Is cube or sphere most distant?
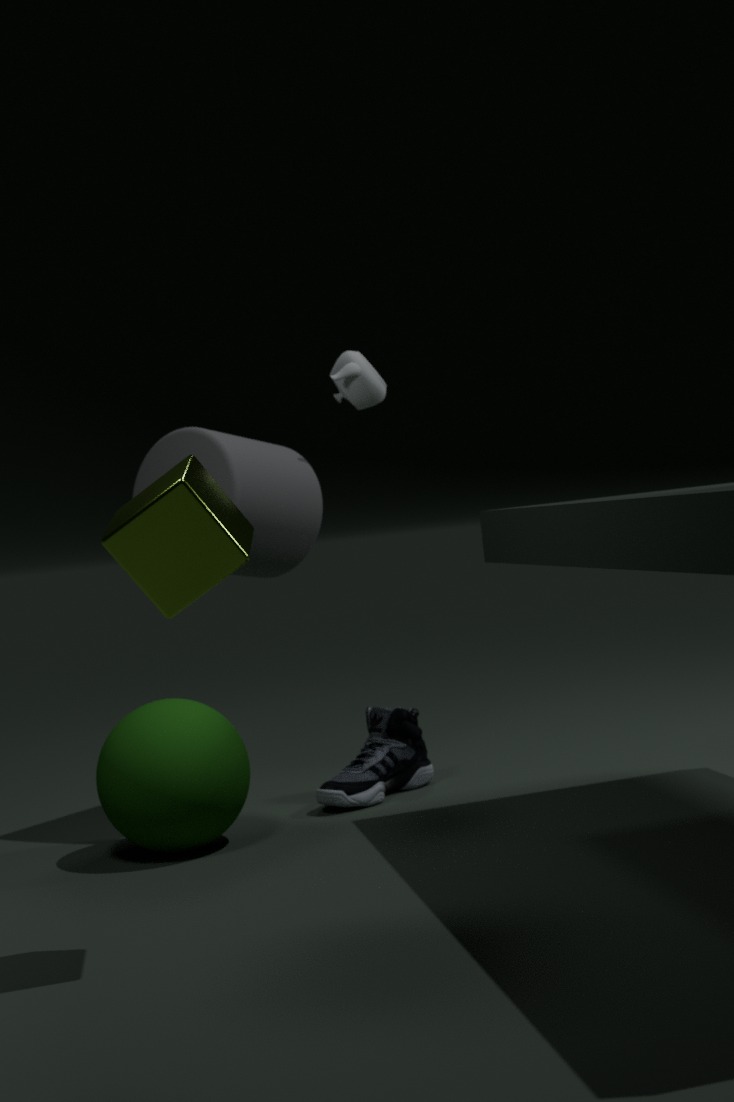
sphere
